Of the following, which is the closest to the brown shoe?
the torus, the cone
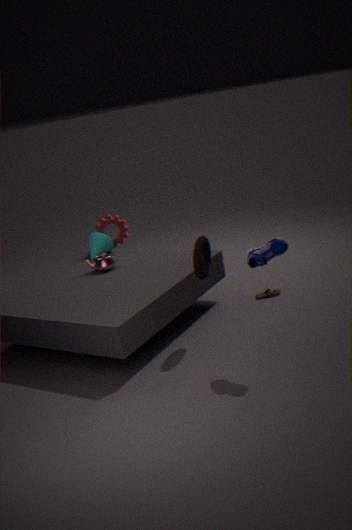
the torus
